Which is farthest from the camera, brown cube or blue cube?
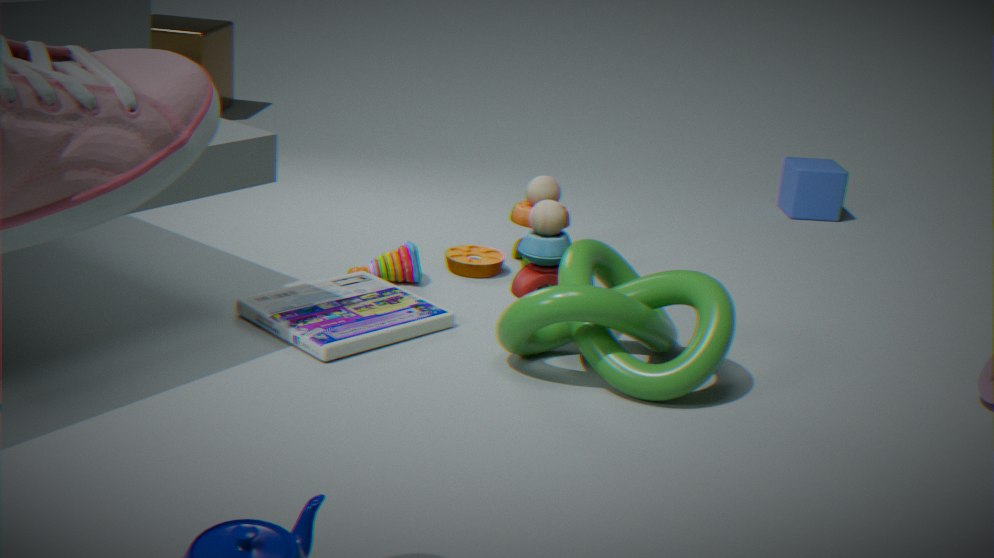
brown cube
